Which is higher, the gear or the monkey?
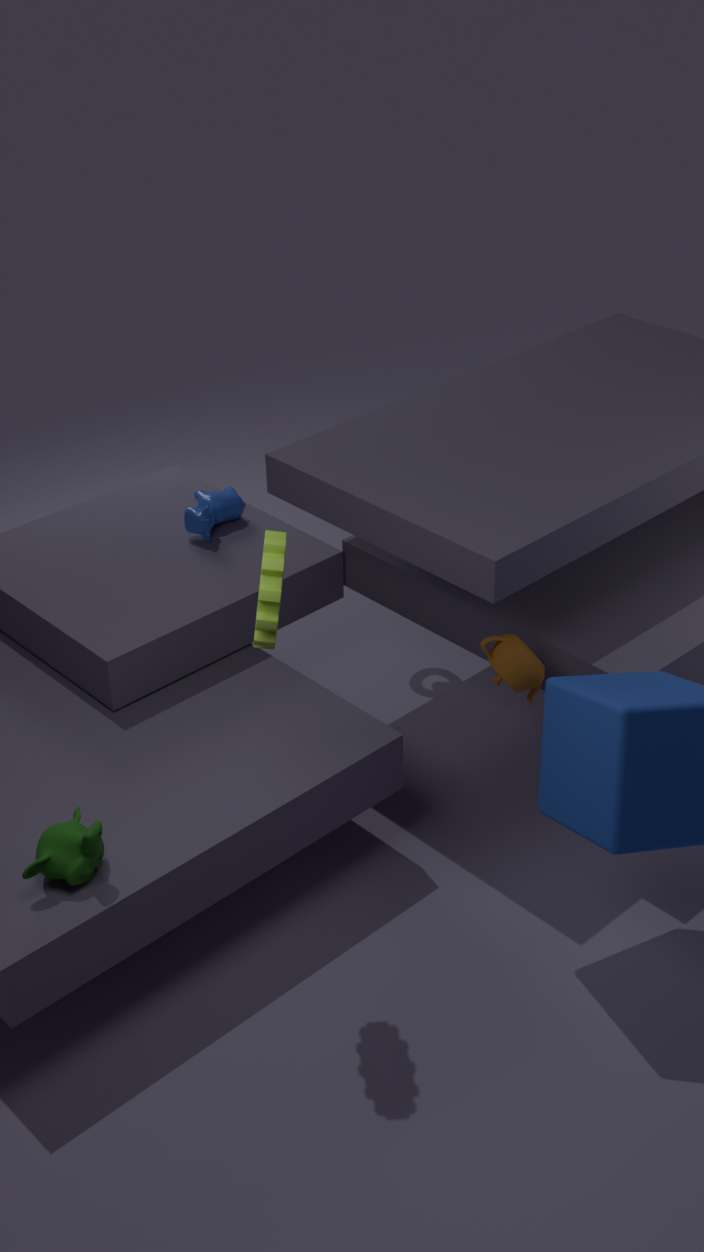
the gear
